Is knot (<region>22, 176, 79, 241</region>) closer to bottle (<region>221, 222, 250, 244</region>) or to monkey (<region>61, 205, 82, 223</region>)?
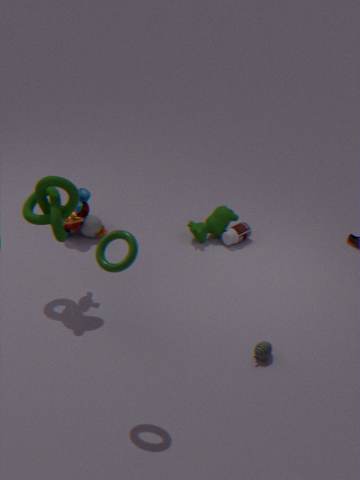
monkey (<region>61, 205, 82, 223</region>)
